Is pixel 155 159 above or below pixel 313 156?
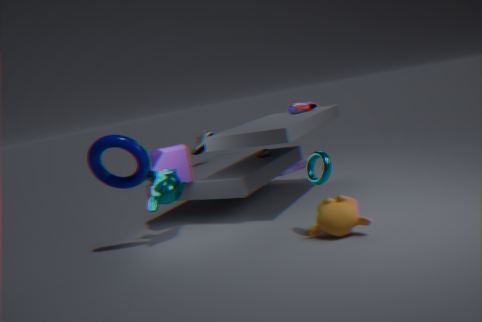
above
